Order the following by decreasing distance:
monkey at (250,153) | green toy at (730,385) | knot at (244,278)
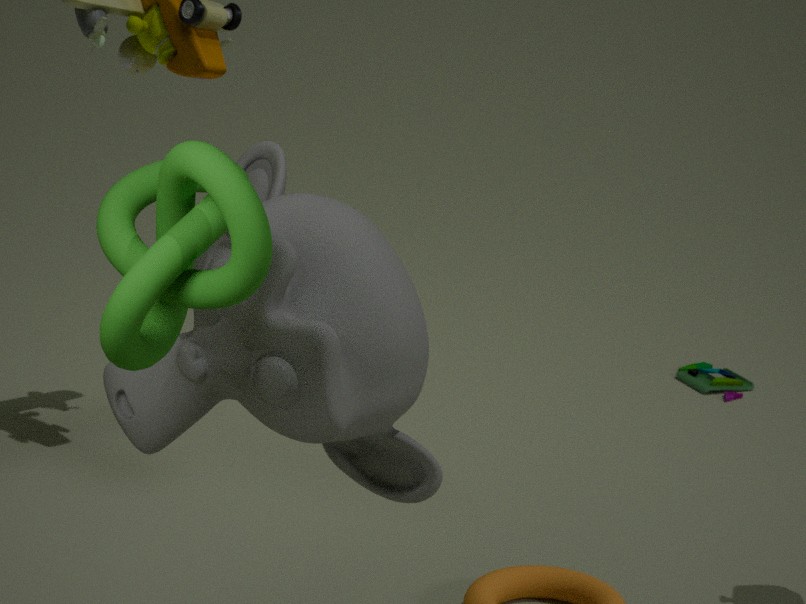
green toy at (730,385), monkey at (250,153), knot at (244,278)
